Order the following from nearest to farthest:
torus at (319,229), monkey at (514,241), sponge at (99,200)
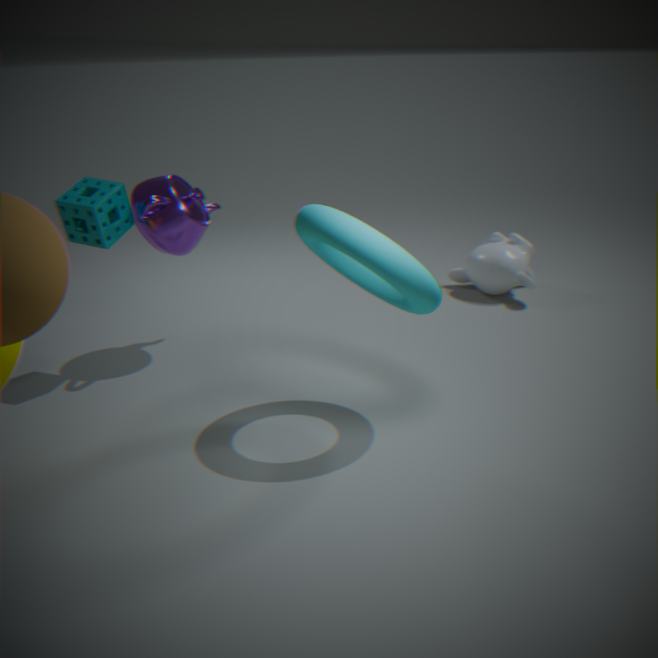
torus at (319,229), sponge at (99,200), monkey at (514,241)
